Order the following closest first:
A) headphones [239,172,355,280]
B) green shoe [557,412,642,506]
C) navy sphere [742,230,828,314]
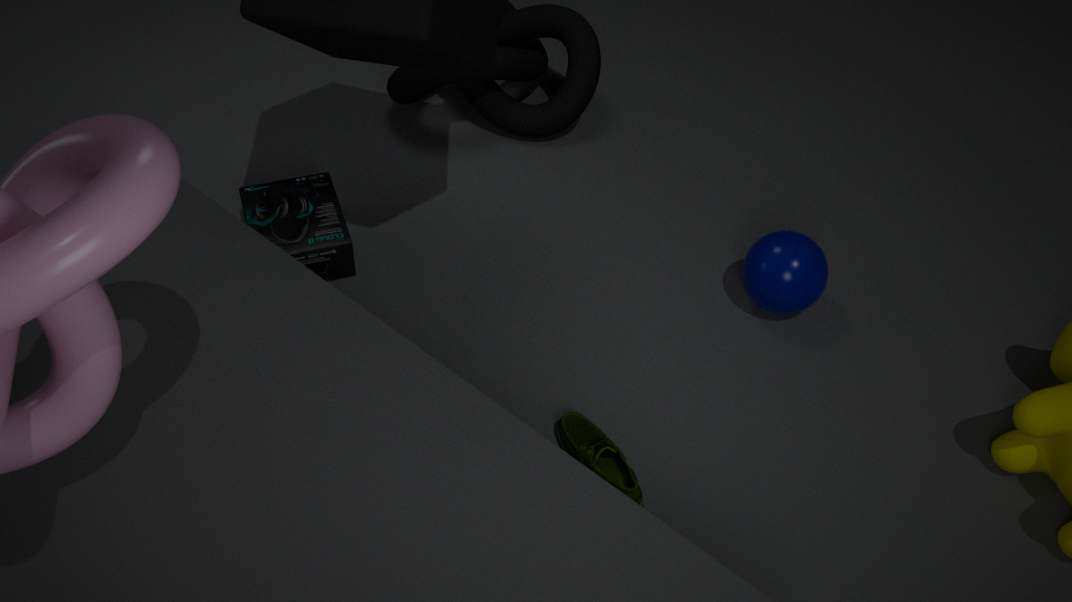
green shoe [557,412,642,506] < navy sphere [742,230,828,314] < headphones [239,172,355,280]
